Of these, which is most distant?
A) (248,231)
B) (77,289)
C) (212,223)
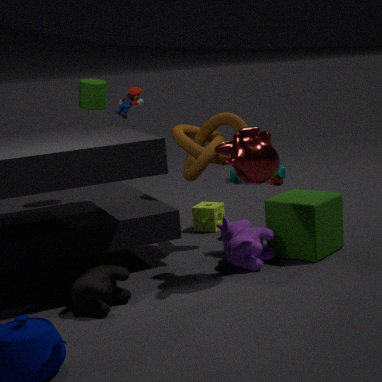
(212,223)
